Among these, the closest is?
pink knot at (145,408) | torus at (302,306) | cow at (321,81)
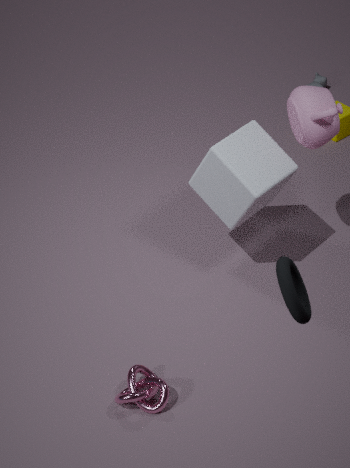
torus at (302,306)
